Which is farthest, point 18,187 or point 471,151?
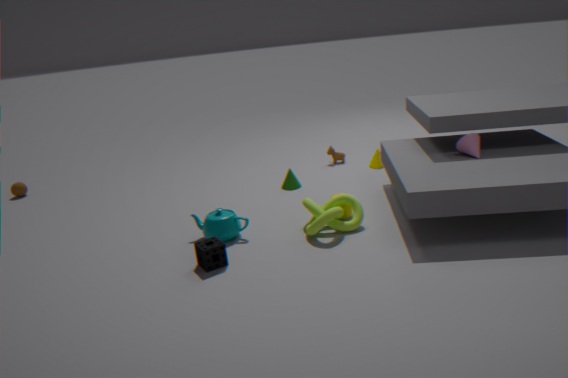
point 18,187
